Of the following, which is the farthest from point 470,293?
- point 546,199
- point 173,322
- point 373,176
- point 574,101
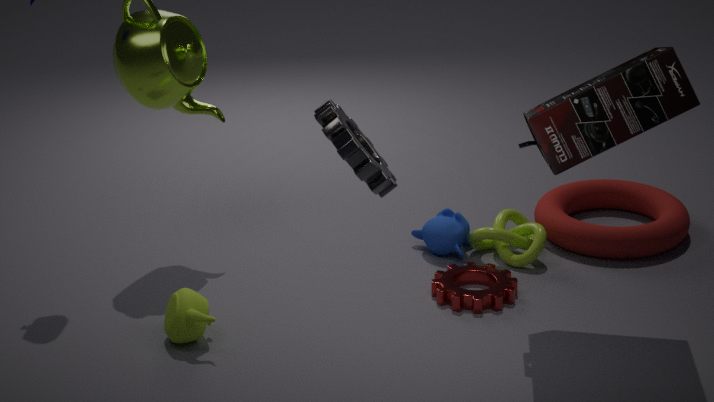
point 373,176
